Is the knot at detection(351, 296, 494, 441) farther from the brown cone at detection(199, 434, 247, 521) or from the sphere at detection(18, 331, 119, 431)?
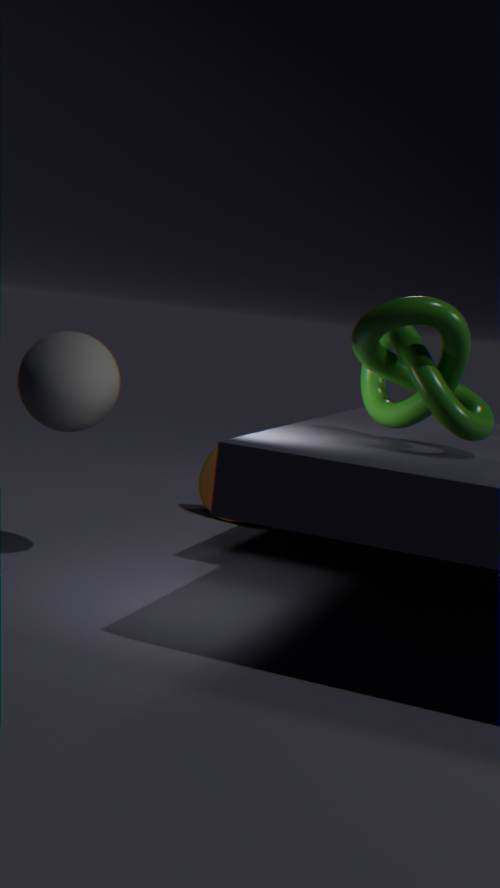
the brown cone at detection(199, 434, 247, 521)
